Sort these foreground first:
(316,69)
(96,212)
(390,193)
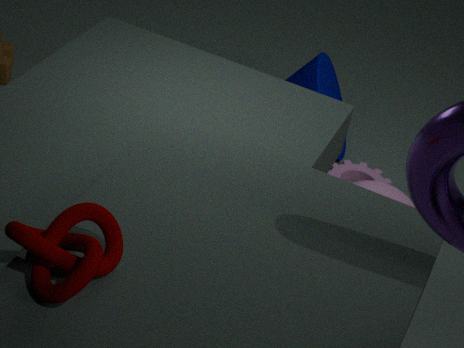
(96,212), (390,193), (316,69)
